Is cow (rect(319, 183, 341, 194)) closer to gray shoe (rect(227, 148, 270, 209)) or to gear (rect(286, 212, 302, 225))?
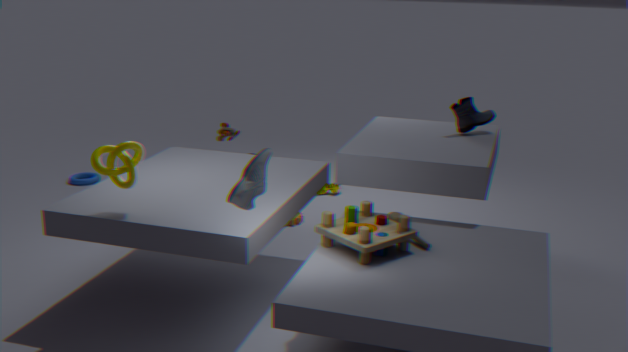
gear (rect(286, 212, 302, 225))
